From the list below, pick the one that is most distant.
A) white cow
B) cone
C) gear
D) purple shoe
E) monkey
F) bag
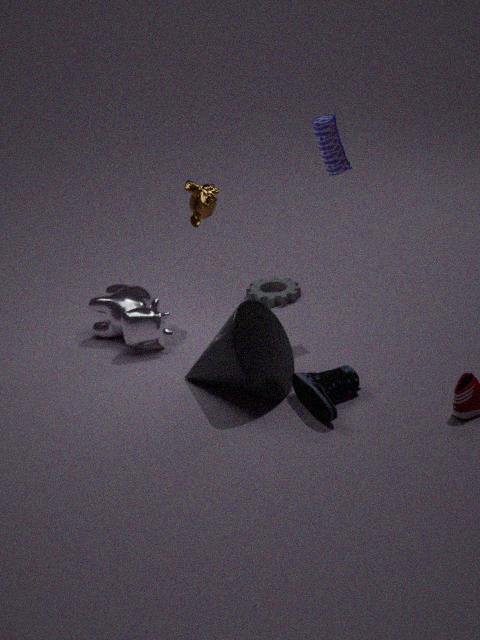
gear
